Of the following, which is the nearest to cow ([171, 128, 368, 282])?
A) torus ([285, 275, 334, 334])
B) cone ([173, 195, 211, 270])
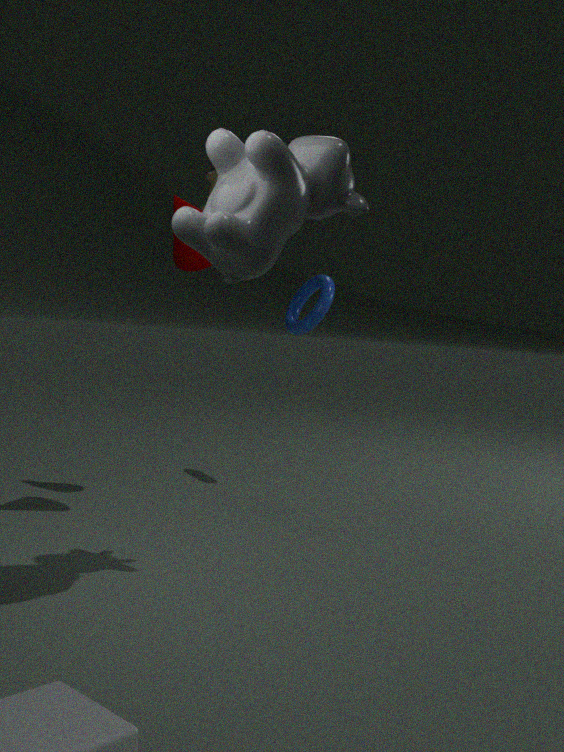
cone ([173, 195, 211, 270])
